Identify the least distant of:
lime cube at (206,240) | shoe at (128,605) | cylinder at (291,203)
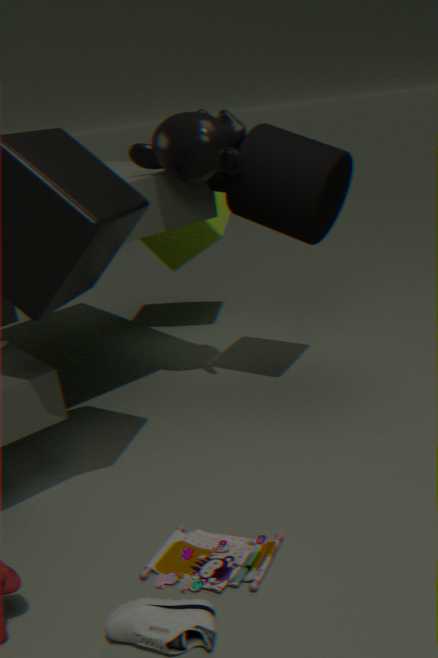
shoe at (128,605)
